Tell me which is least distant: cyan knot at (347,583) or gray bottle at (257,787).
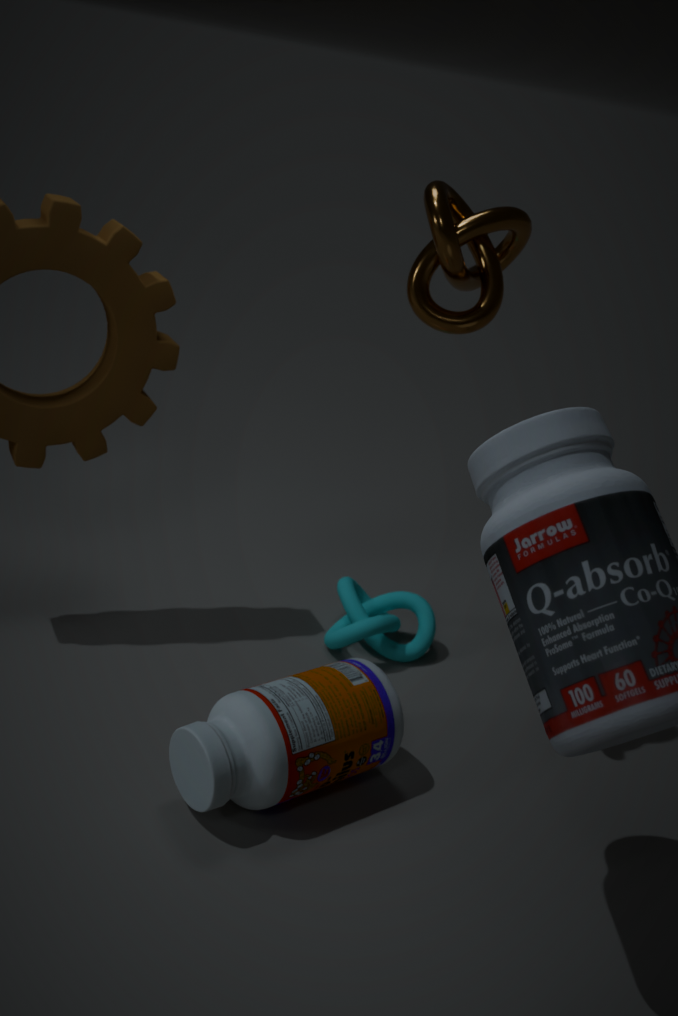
gray bottle at (257,787)
